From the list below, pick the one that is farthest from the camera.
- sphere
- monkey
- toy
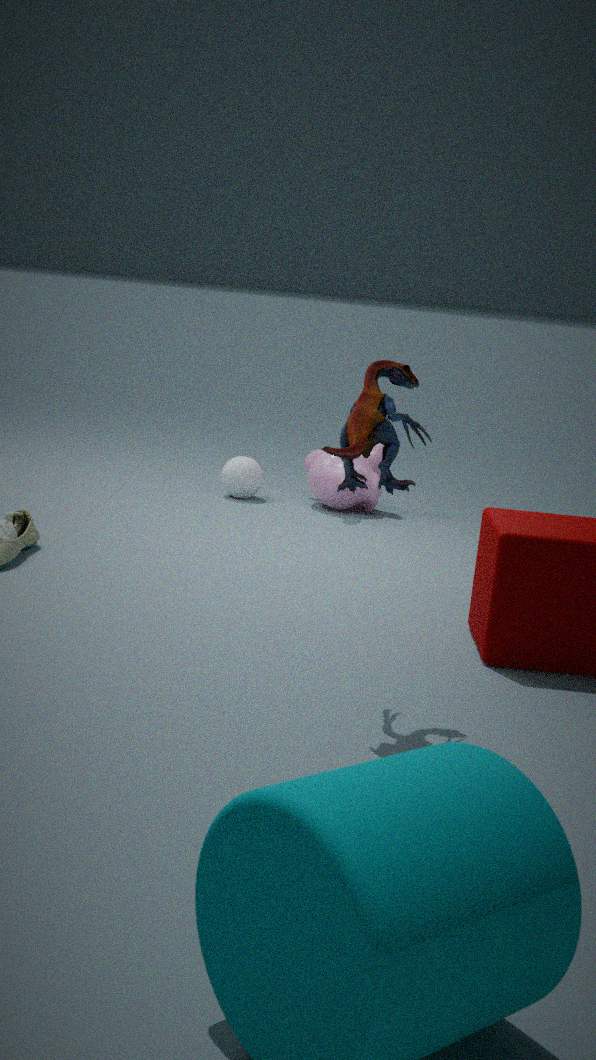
sphere
